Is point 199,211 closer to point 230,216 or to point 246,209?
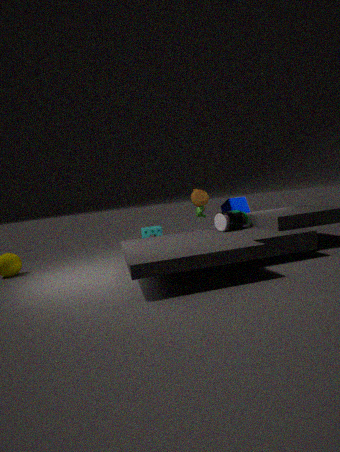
point 230,216
